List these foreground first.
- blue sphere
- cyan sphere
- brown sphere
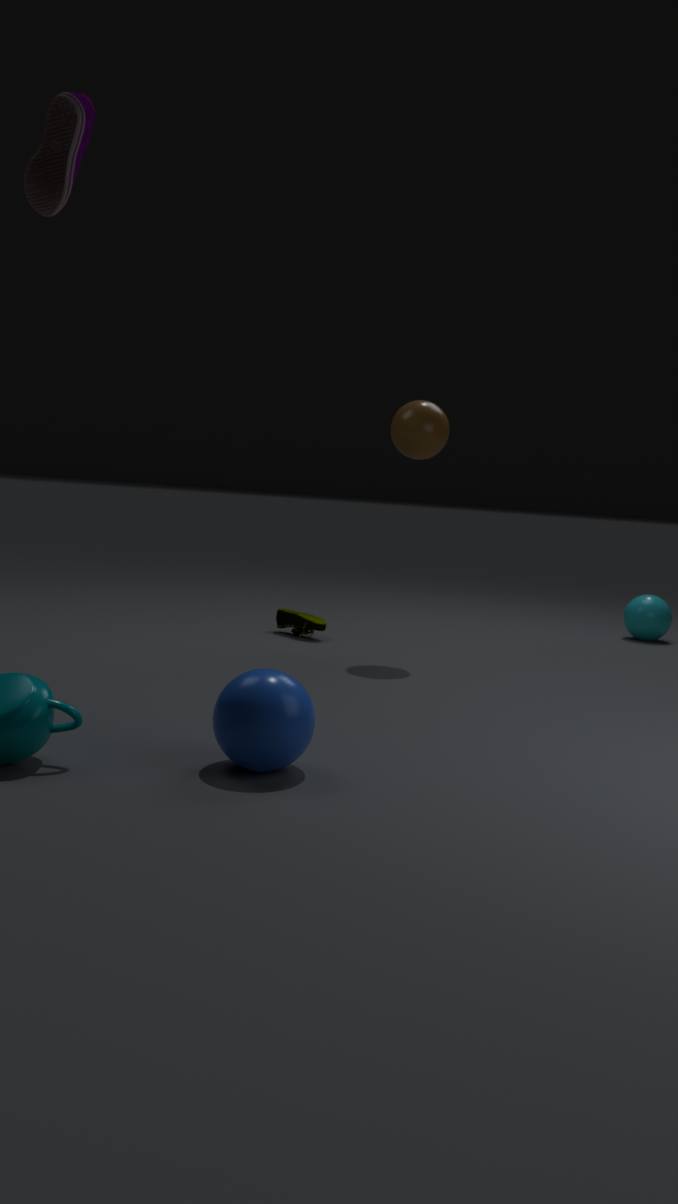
1. blue sphere
2. brown sphere
3. cyan sphere
